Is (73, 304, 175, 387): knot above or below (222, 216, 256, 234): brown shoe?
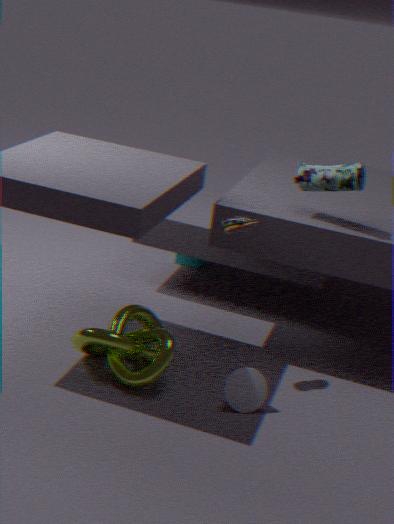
below
